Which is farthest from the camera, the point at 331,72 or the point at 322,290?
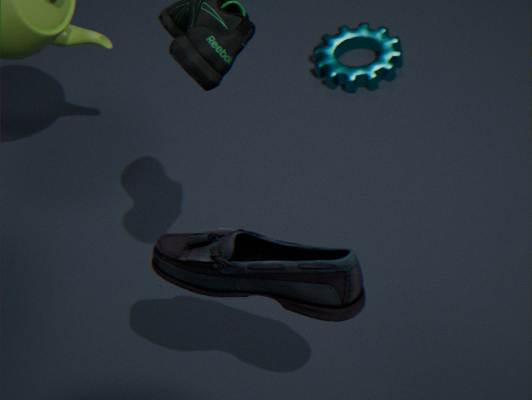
the point at 331,72
